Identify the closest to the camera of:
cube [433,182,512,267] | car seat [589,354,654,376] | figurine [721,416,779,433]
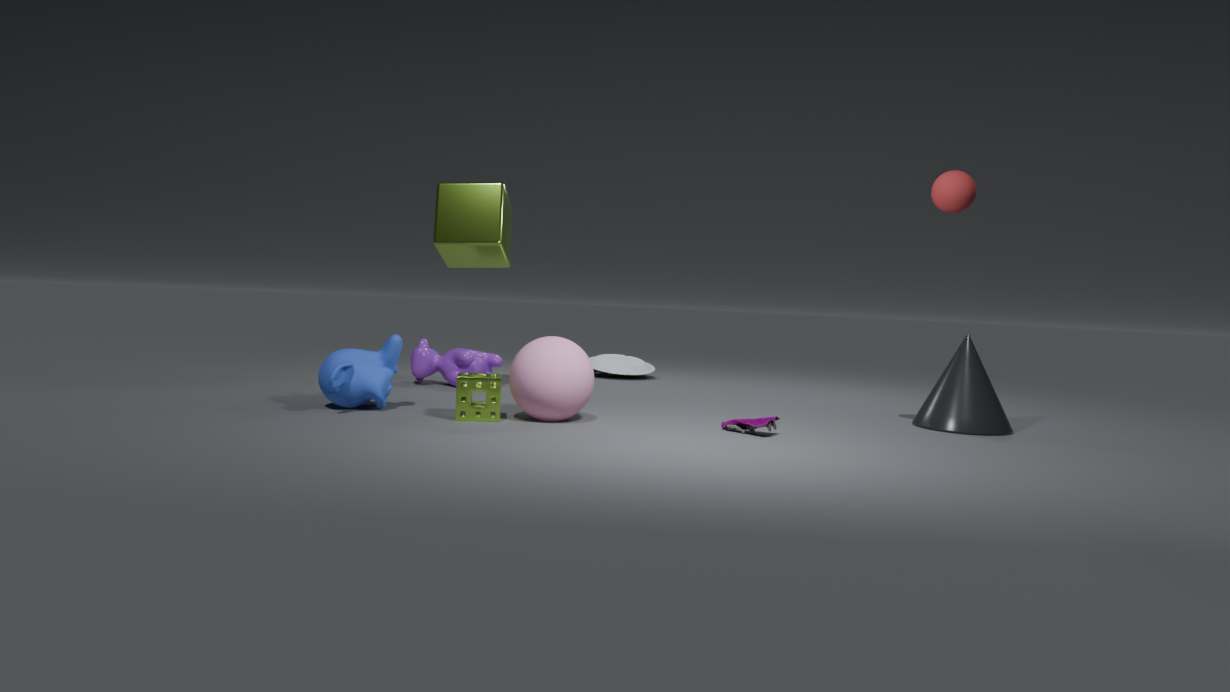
figurine [721,416,779,433]
